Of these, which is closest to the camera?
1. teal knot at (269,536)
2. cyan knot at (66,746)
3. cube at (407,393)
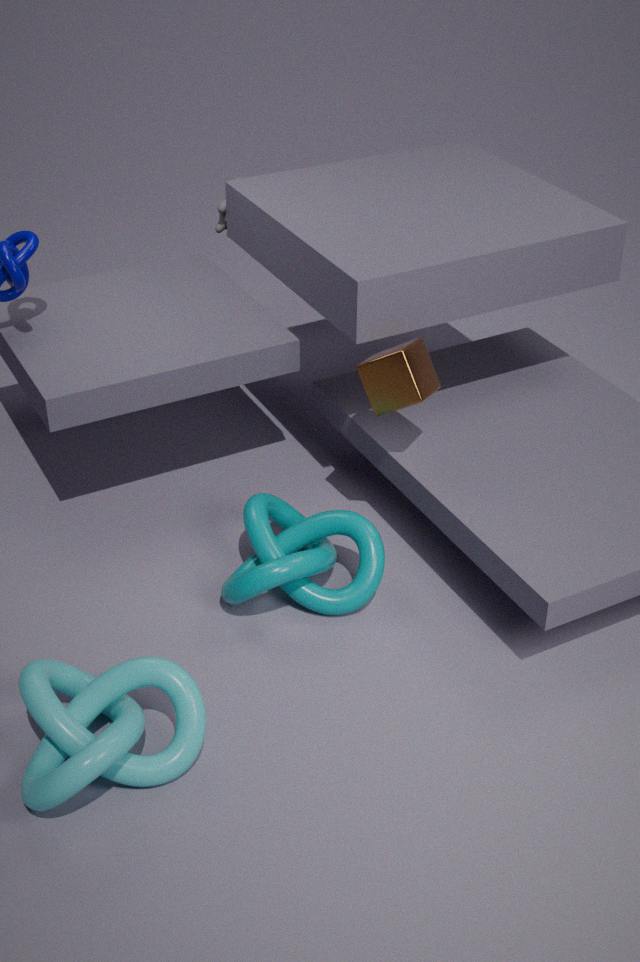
cyan knot at (66,746)
